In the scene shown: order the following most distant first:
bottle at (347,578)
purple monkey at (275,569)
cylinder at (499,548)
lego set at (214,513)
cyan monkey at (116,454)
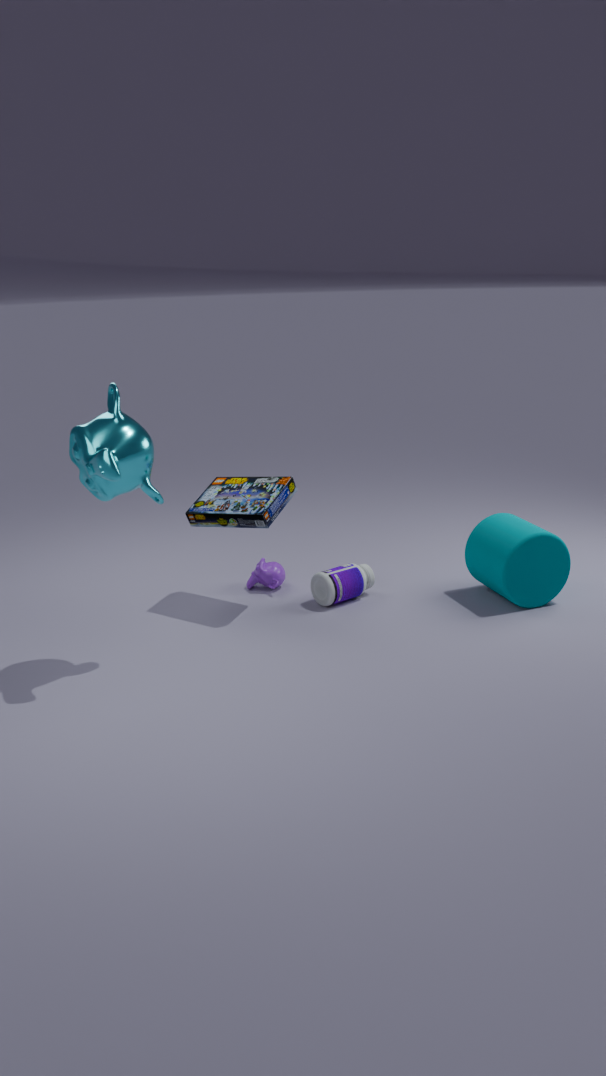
purple monkey at (275,569) → bottle at (347,578) → cylinder at (499,548) → lego set at (214,513) → cyan monkey at (116,454)
